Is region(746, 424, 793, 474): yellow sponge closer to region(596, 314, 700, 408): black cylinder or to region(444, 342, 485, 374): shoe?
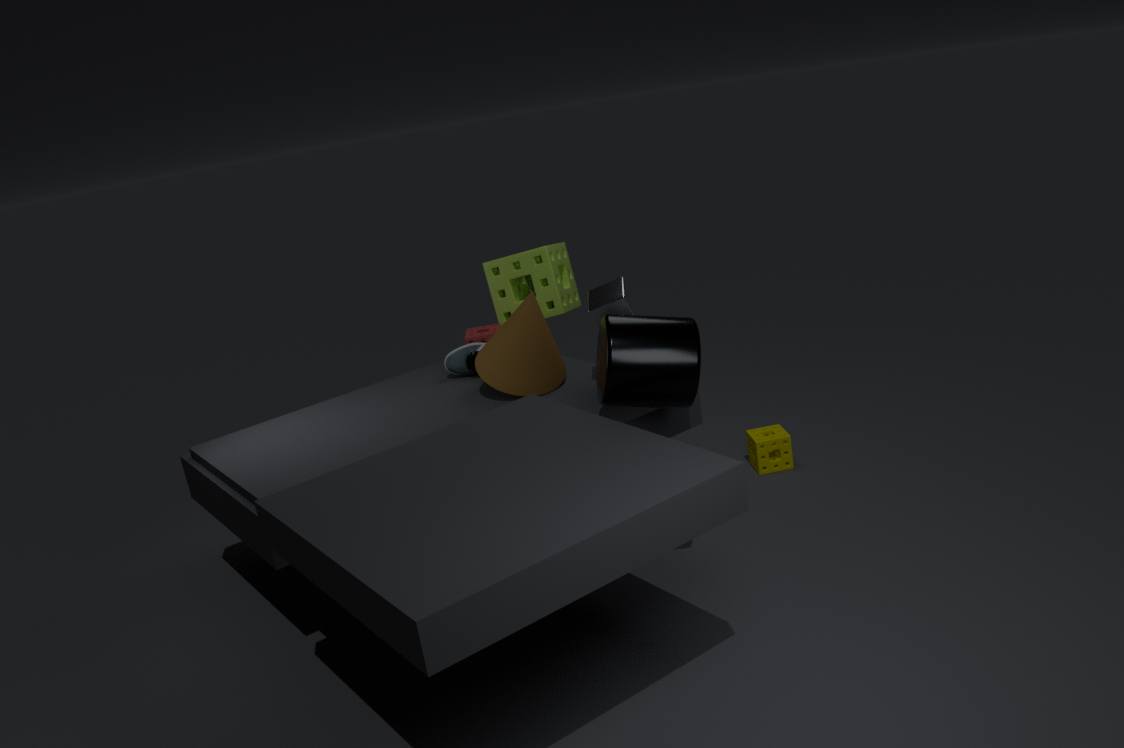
region(596, 314, 700, 408): black cylinder
